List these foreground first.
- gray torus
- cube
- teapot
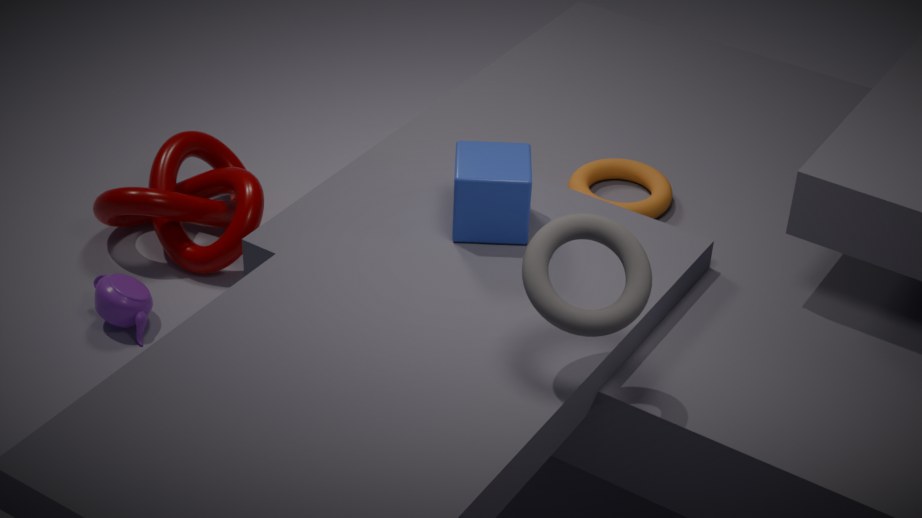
gray torus < cube < teapot
